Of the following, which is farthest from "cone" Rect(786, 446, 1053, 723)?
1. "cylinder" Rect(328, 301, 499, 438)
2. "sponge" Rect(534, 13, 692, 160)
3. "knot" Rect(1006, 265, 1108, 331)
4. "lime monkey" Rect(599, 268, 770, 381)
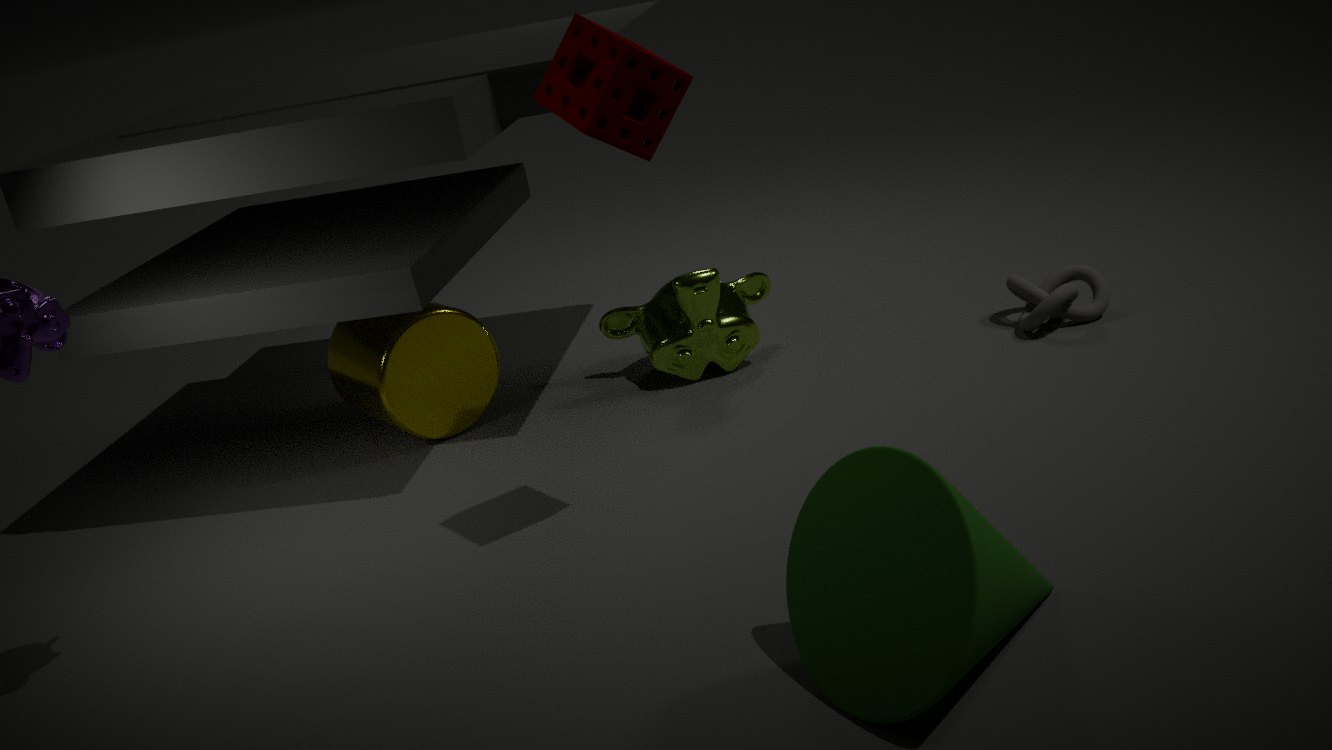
"cylinder" Rect(328, 301, 499, 438)
